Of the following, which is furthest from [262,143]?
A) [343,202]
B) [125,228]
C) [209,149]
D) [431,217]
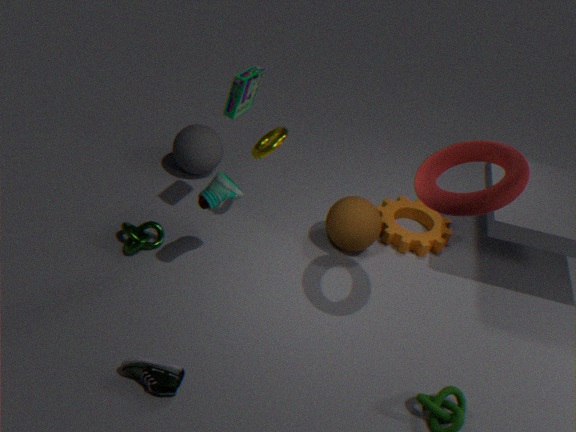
[431,217]
